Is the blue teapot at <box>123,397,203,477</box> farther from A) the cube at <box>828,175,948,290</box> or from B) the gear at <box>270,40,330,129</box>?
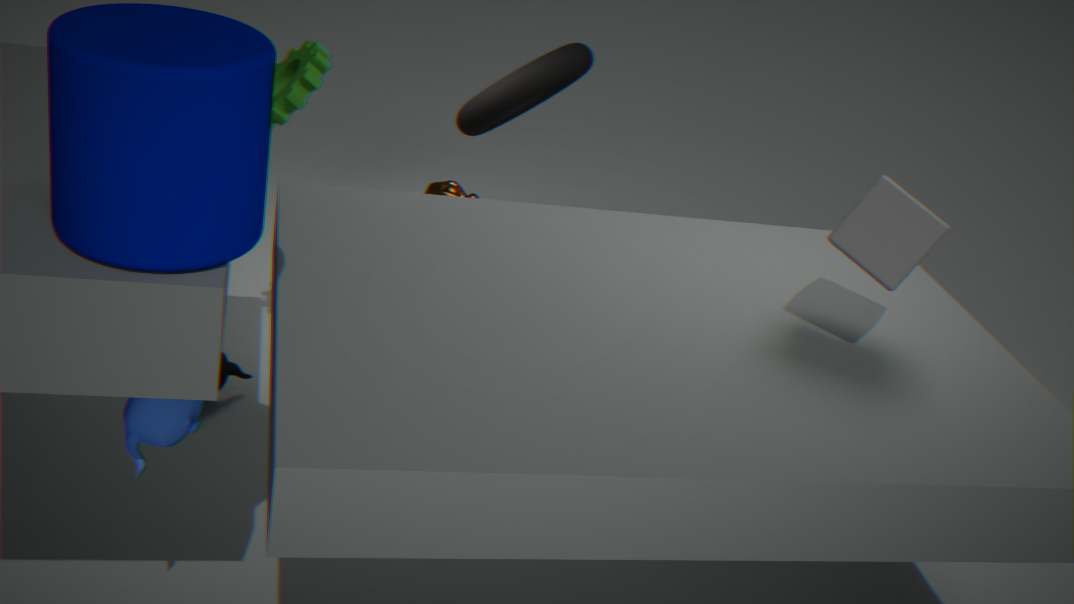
A) the cube at <box>828,175,948,290</box>
